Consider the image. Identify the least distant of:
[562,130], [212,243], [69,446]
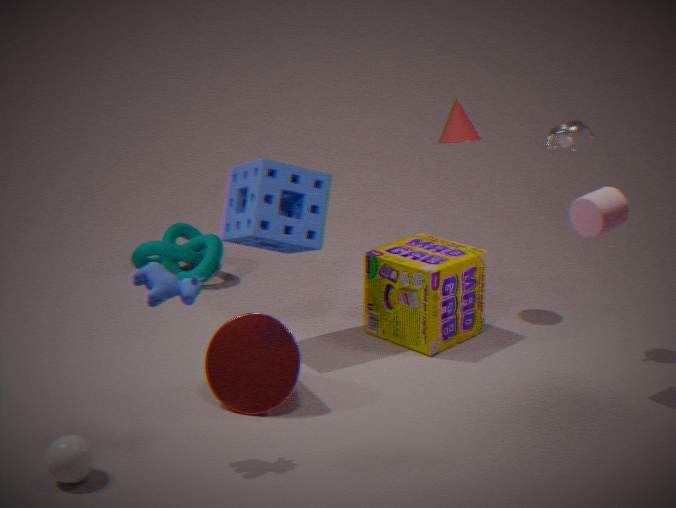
[69,446]
